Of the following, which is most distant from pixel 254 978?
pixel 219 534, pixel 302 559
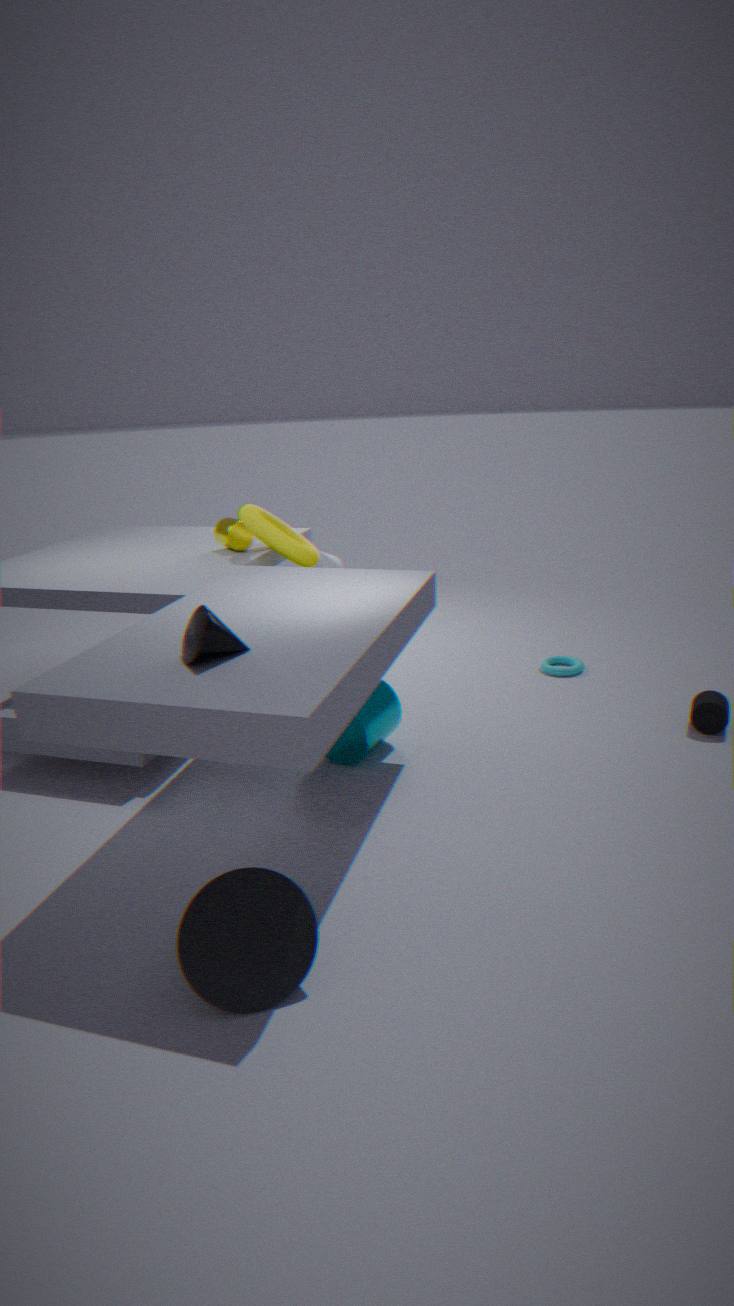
pixel 219 534
